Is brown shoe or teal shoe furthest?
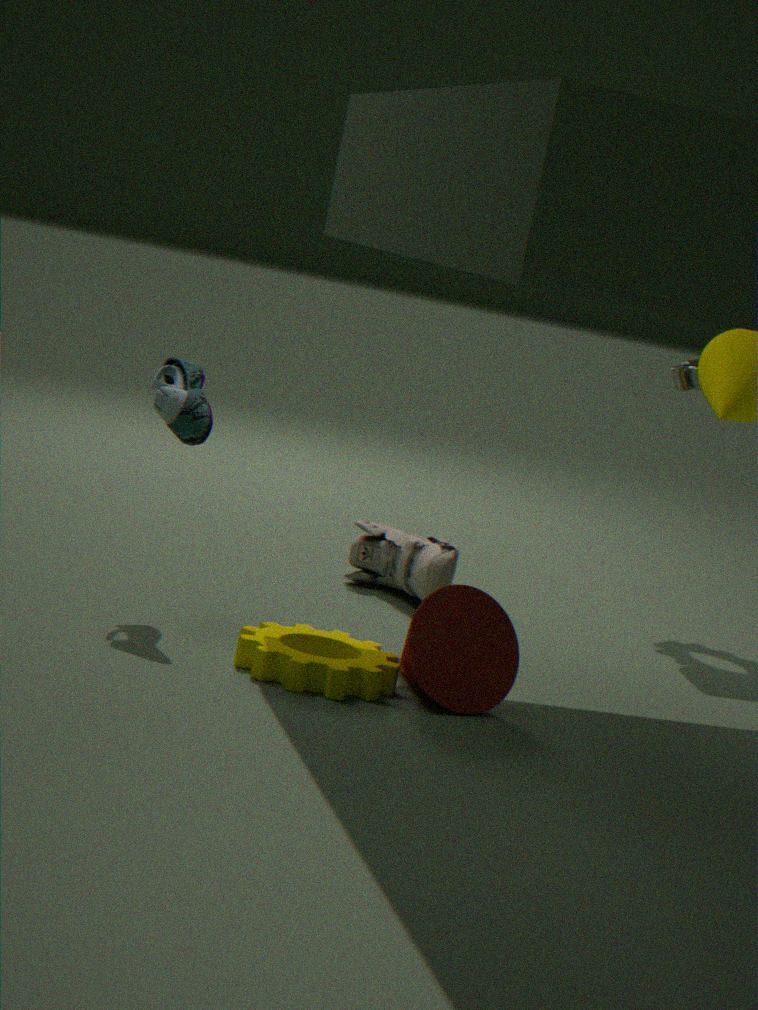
brown shoe
